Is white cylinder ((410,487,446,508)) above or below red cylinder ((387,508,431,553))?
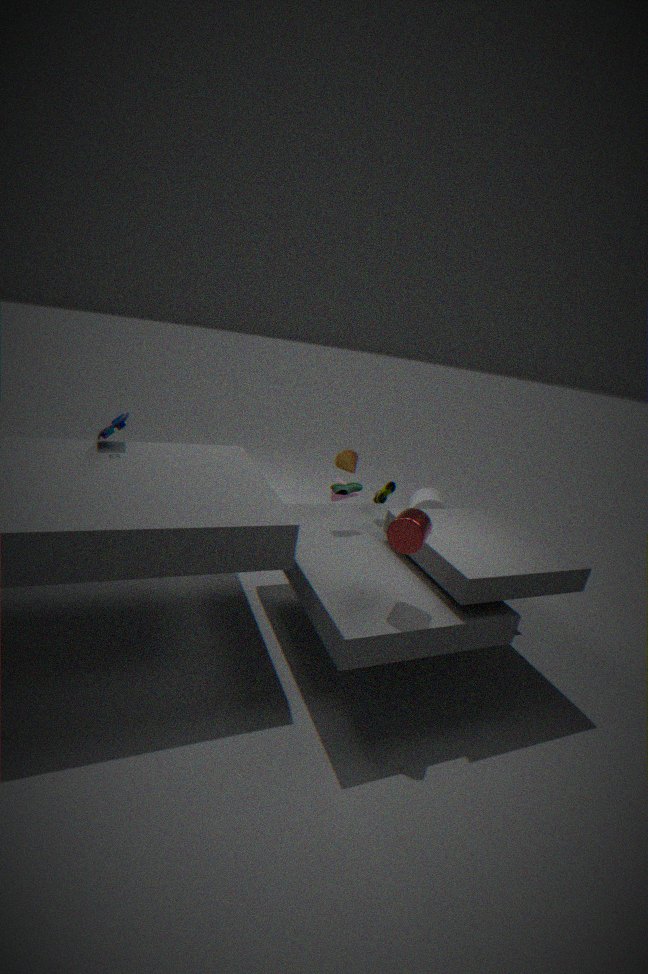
below
